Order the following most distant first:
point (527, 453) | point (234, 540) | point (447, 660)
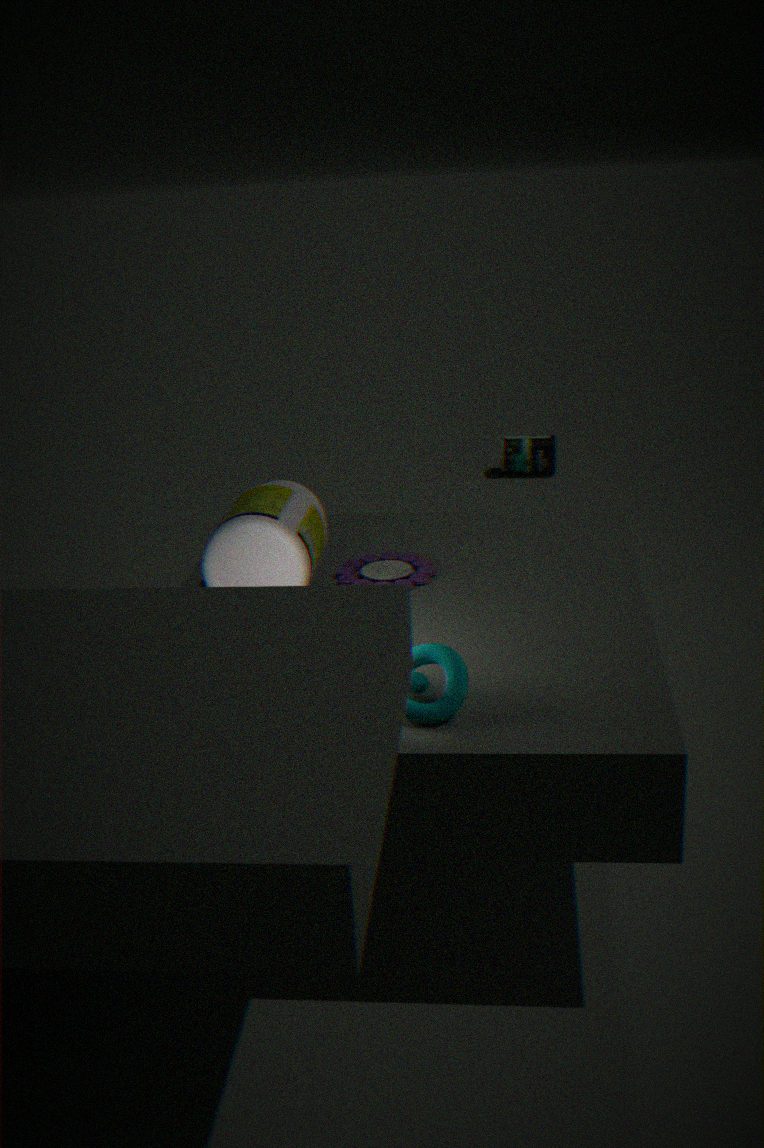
1. point (527, 453)
2. point (234, 540)
3. point (447, 660)
